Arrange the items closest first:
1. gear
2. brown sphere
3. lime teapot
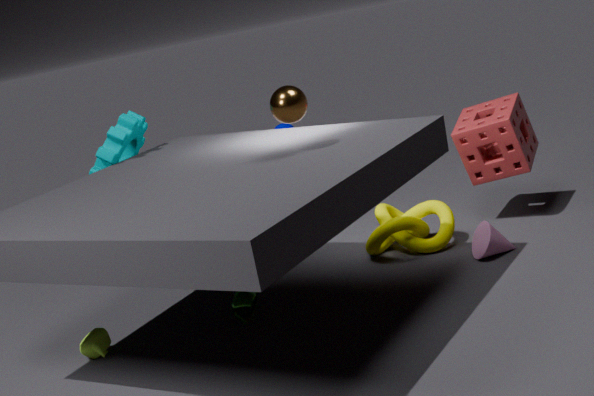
brown sphere
lime teapot
gear
